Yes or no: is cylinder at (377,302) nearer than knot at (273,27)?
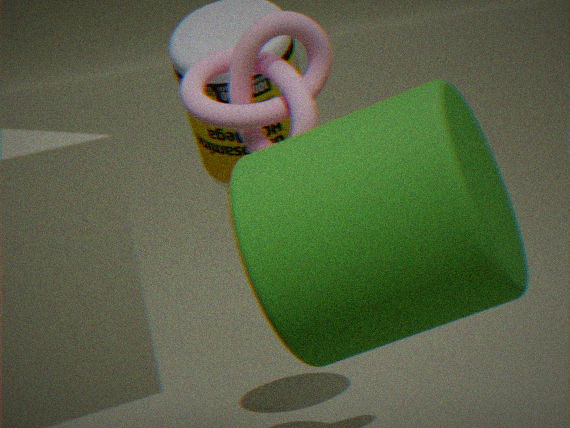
Yes
